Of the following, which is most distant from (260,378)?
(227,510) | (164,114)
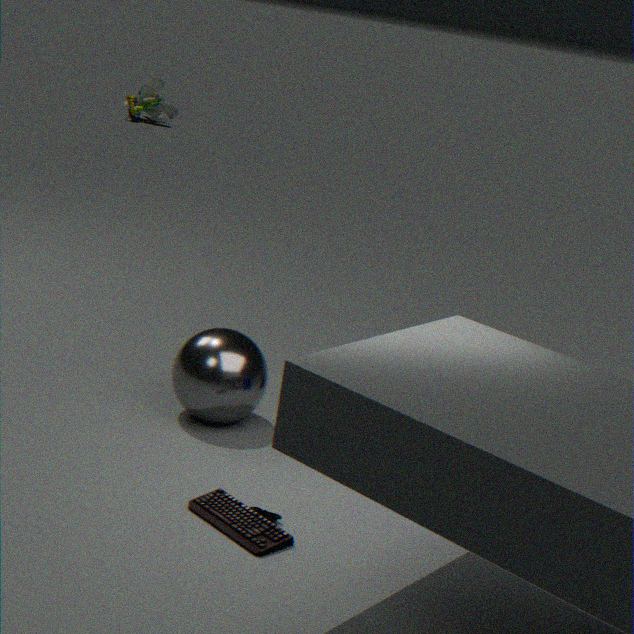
(164,114)
